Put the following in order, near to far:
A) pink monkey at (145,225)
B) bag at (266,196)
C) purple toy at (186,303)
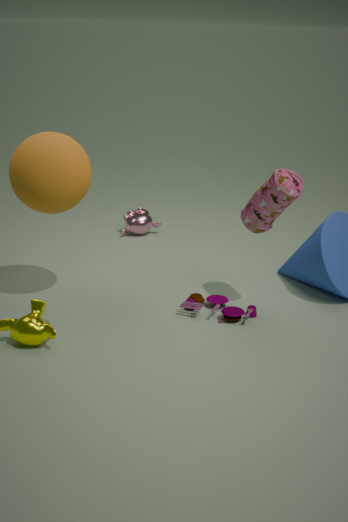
B. bag at (266,196) → C. purple toy at (186,303) → A. pink monkey at (145,225)
